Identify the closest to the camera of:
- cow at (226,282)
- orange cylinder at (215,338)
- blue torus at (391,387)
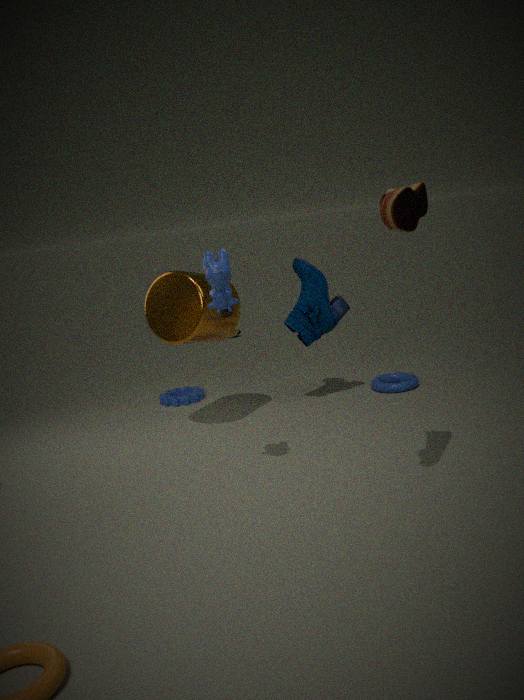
cow at (226,282)
